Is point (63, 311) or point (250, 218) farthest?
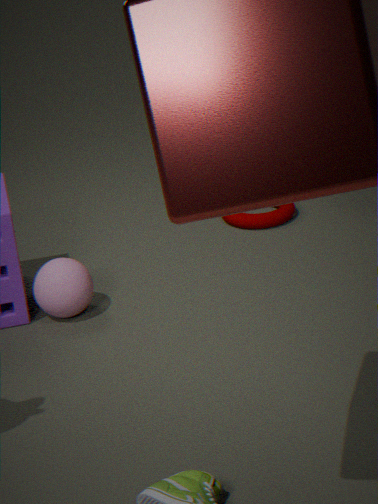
point (250, 218)
